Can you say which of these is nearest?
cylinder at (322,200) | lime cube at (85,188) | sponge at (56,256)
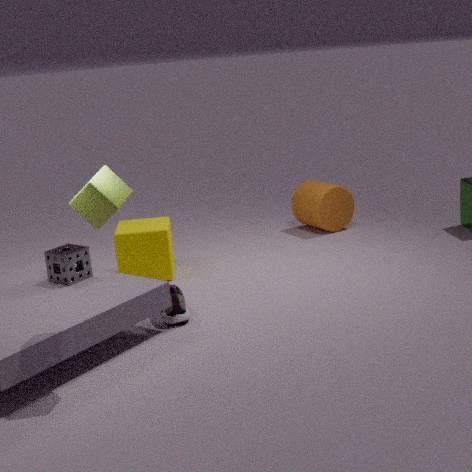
lime cube at (85,188)
